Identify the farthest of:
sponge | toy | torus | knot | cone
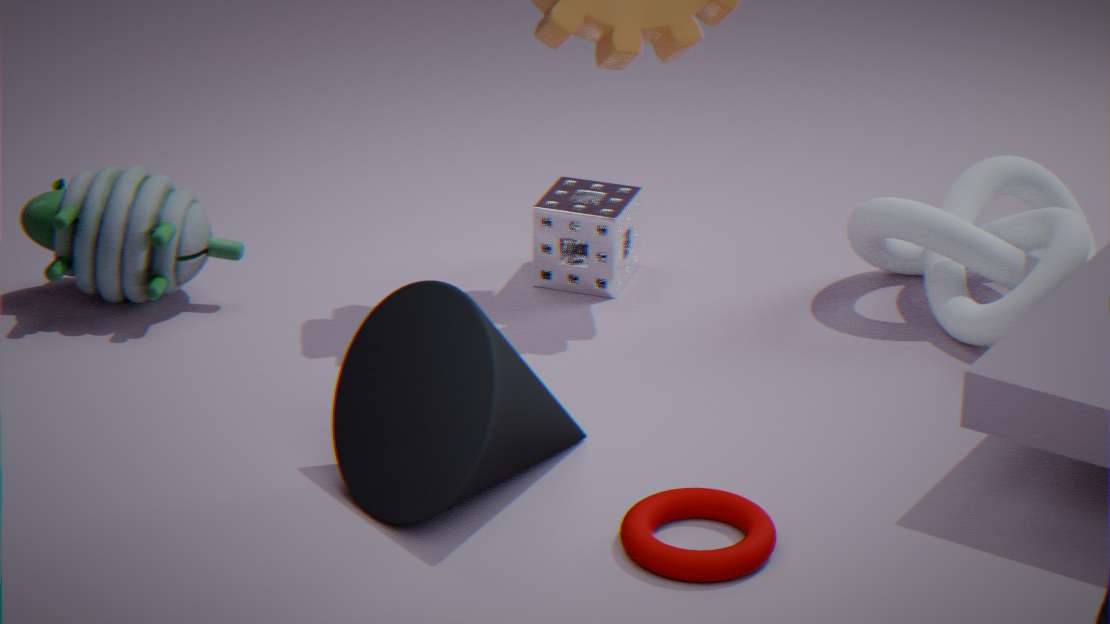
sponge
